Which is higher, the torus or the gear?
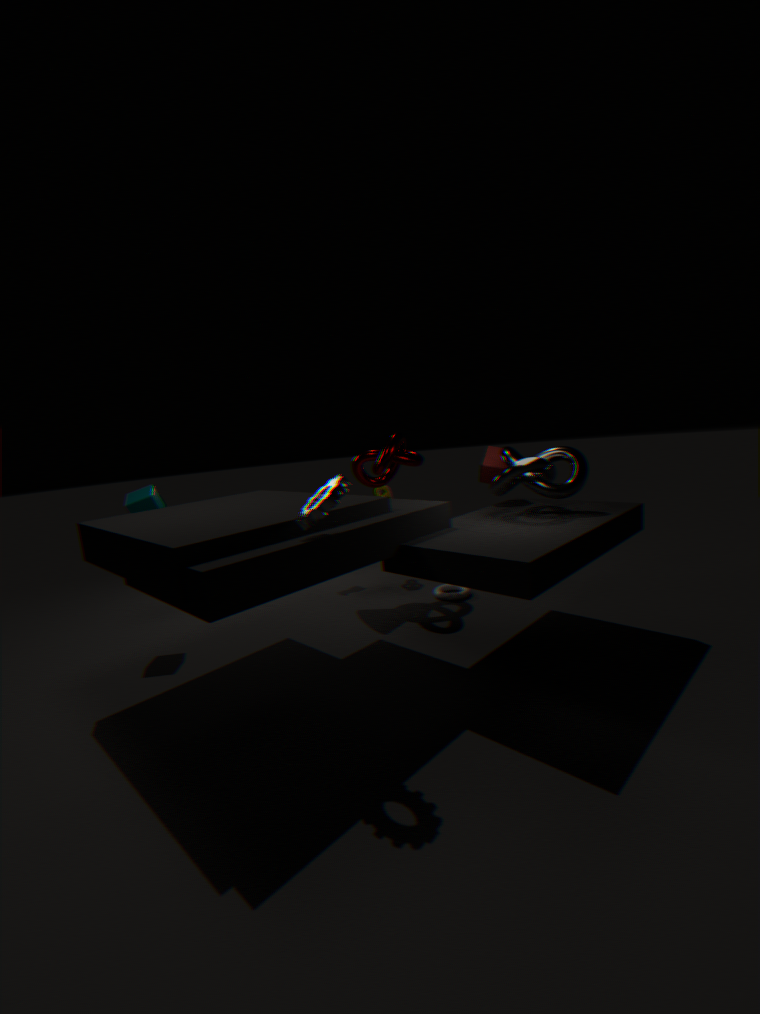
the gear
